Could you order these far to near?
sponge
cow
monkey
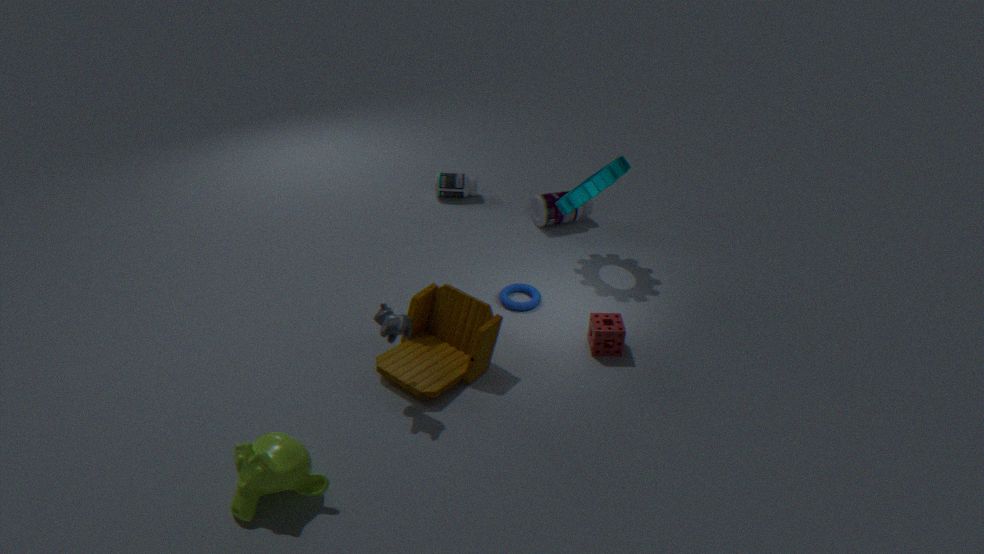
sponge < cow < monkey
